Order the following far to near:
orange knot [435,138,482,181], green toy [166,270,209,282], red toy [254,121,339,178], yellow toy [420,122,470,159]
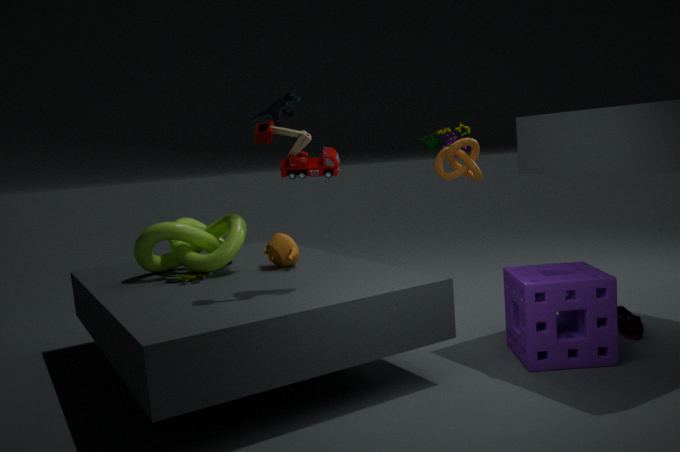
yellow toy [420,122,470,159] < orange knot [435,138,482,181] < green toy [166,270,209,282] < red toy [254,121,339,178]
